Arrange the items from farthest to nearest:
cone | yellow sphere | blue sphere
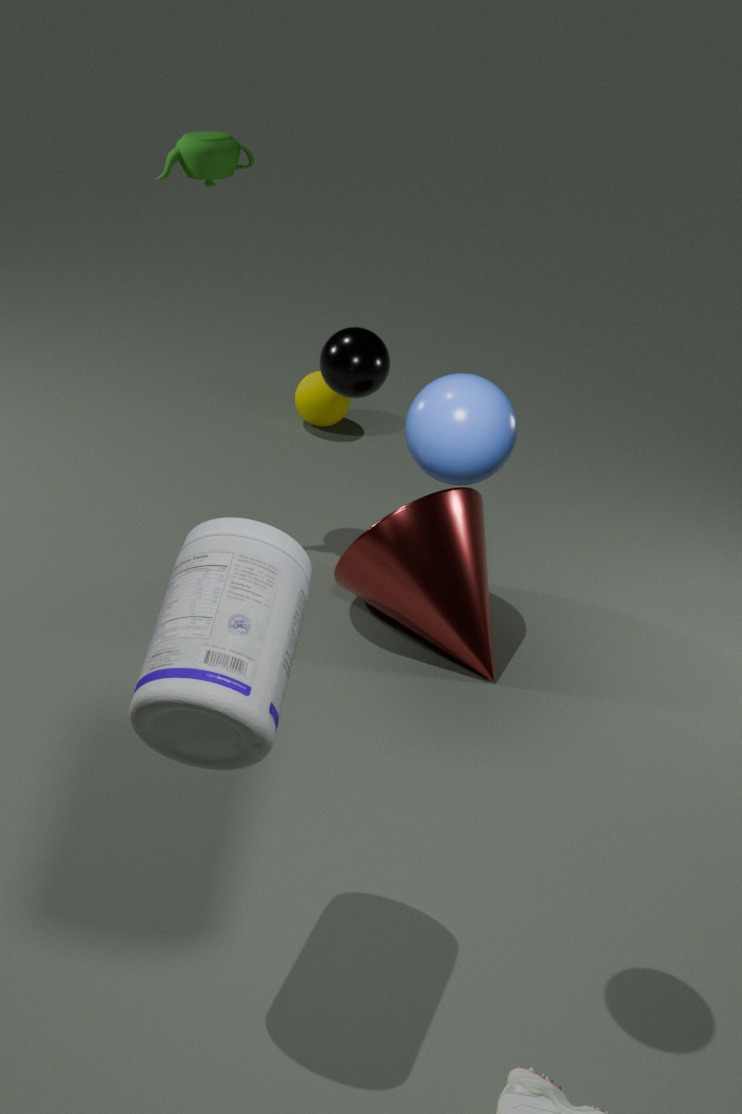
yellow sphere, cone, blue sphere
